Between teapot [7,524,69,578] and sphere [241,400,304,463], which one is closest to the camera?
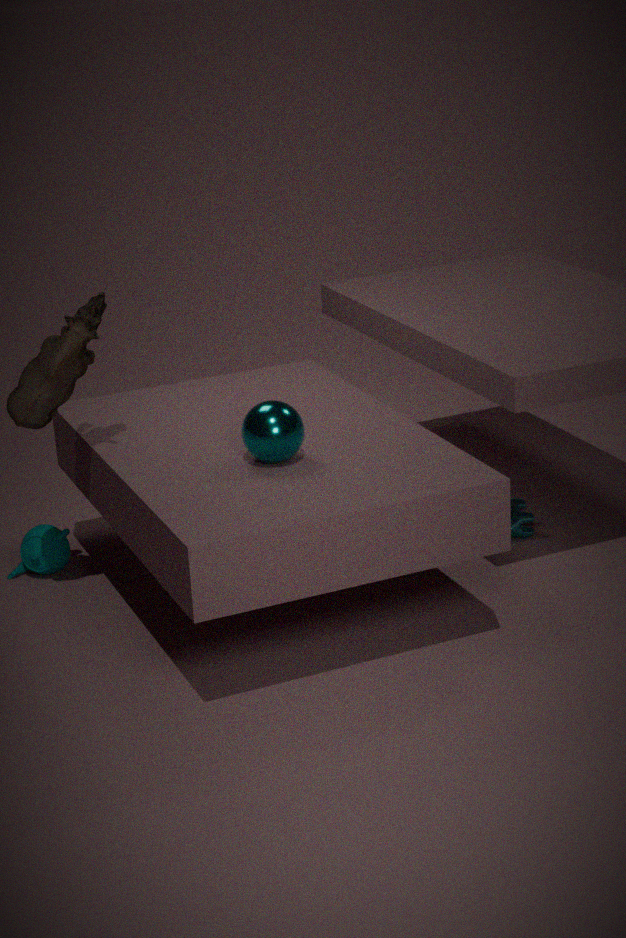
sphere [241,400,304,463]
